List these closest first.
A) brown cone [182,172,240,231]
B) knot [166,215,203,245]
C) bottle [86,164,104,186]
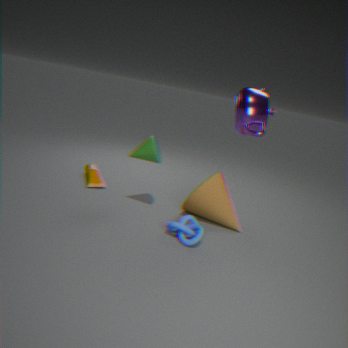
knot [166,215,203,245]
brown cone [182,172,240,231]
bottle [86,164,104,186]
